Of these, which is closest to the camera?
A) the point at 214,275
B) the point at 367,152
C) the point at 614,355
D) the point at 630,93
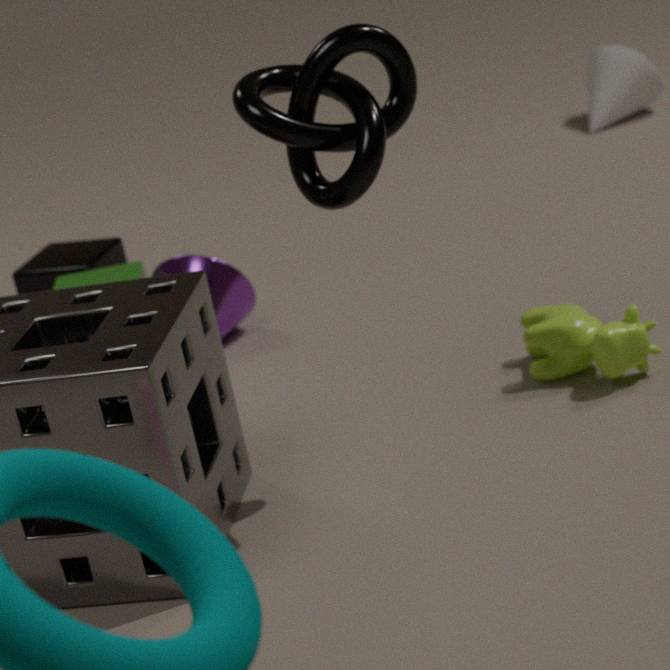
the point at 367,152
